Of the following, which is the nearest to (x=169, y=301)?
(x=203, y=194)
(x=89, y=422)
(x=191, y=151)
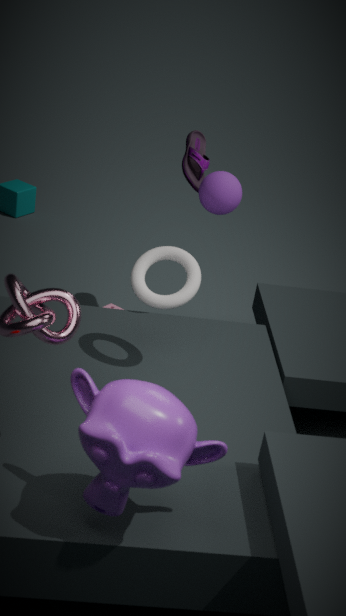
(x=203, y=194)
